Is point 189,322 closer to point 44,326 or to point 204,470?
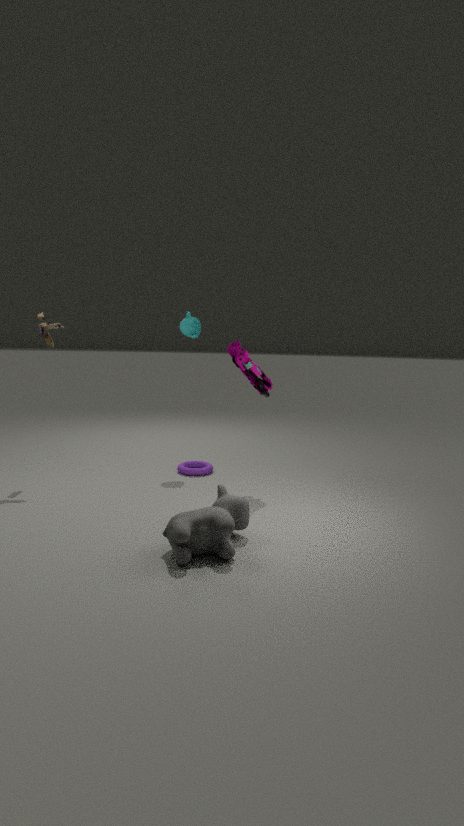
point 44,326
